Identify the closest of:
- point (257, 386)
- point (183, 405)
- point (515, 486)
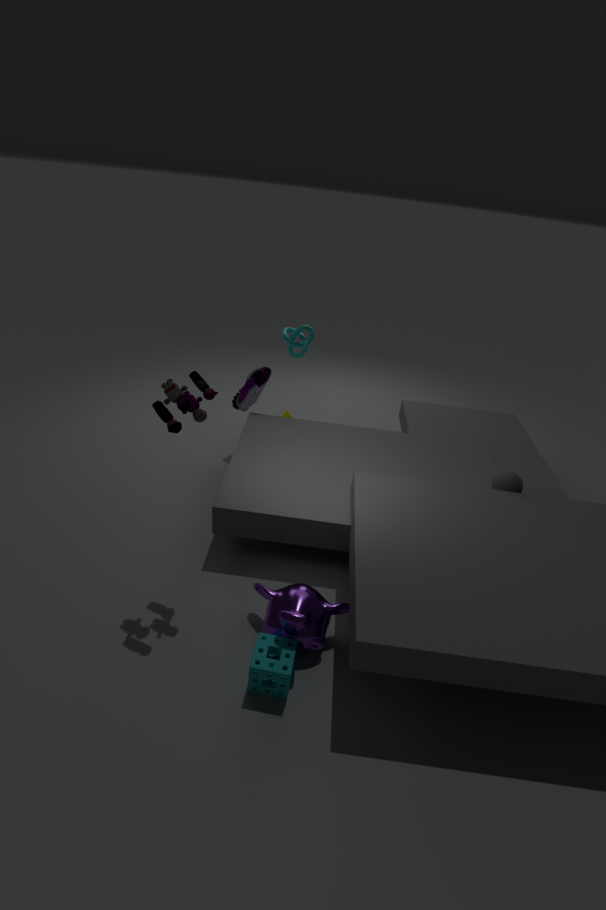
point (183, 405)
